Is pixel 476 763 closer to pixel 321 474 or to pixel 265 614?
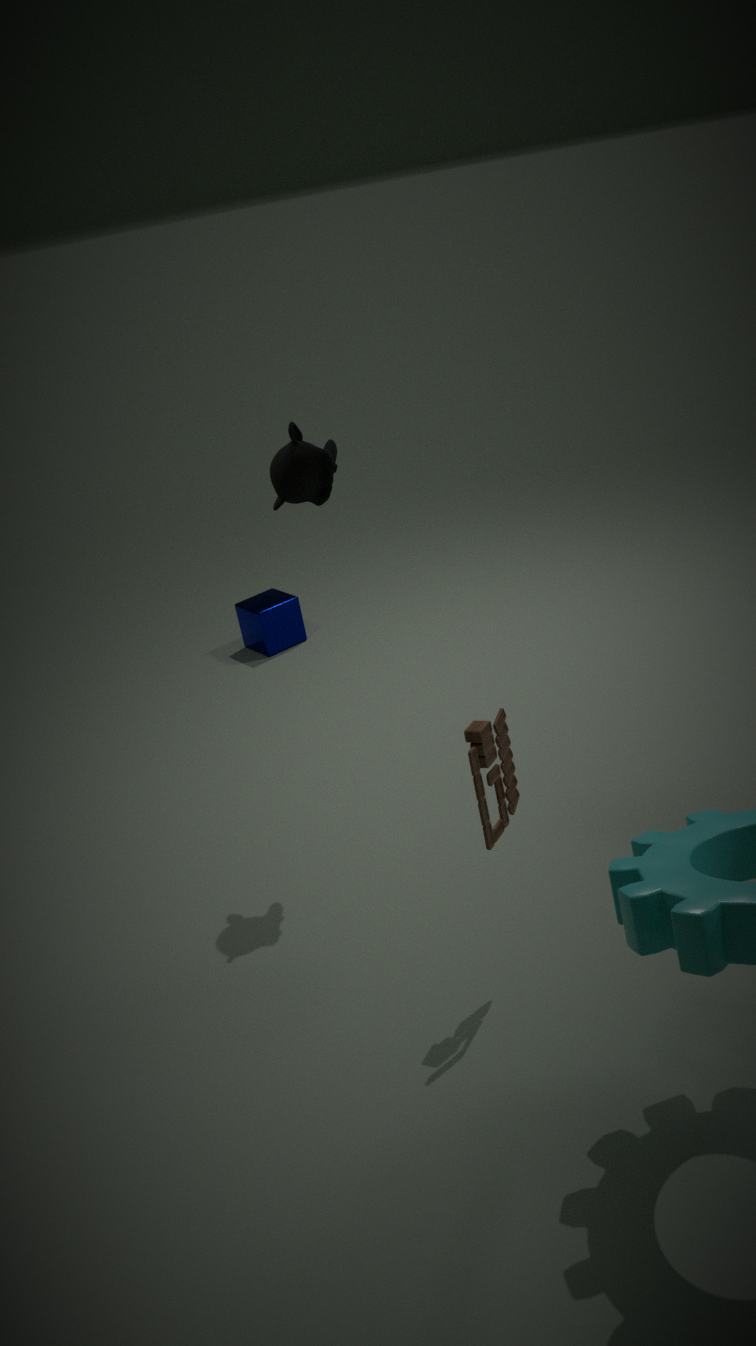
pixel 321 474
